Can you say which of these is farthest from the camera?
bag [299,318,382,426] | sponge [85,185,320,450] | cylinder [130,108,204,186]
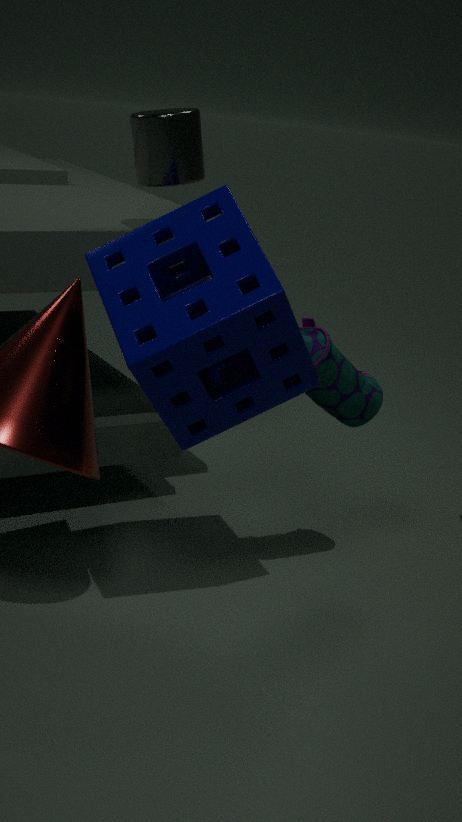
cylinder [130,108,204,186]
